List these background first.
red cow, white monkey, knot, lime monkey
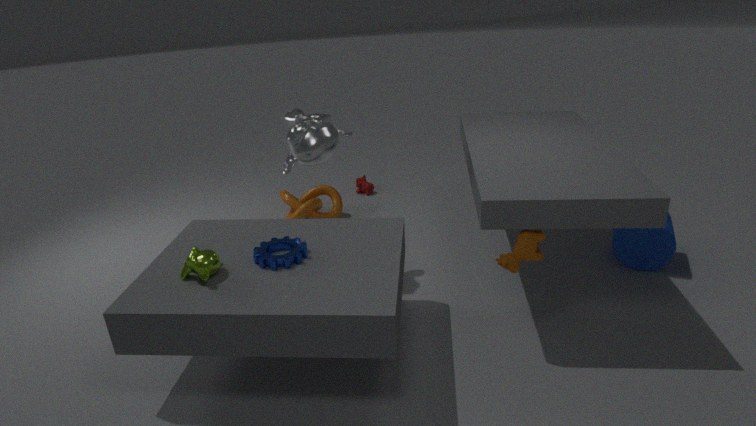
1. red cow
2. knot
3. white monkey
4. lime monkey
